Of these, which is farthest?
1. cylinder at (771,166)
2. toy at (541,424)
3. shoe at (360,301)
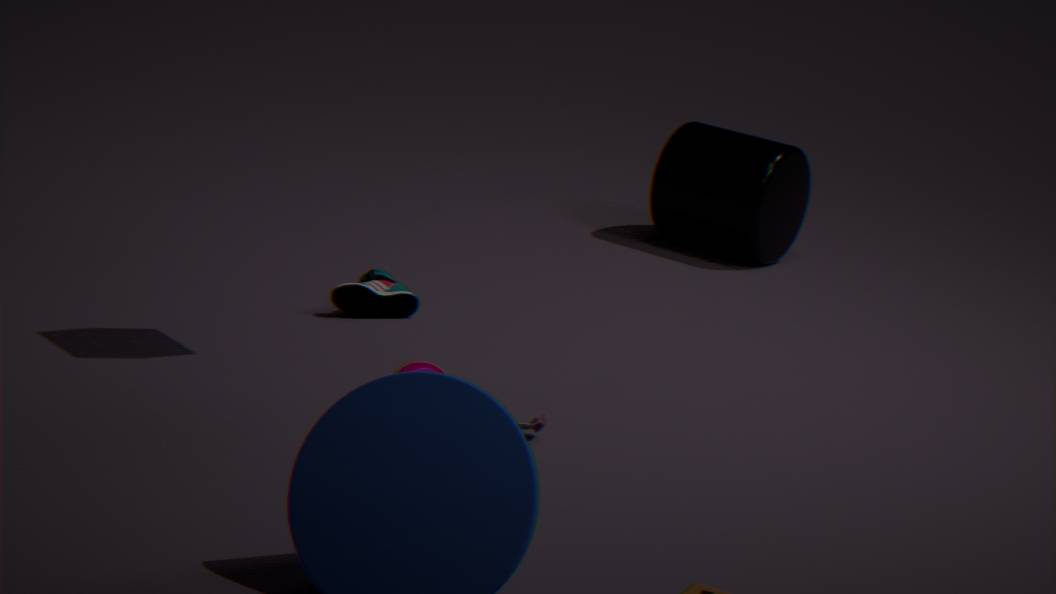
cylinder at (771,166)
